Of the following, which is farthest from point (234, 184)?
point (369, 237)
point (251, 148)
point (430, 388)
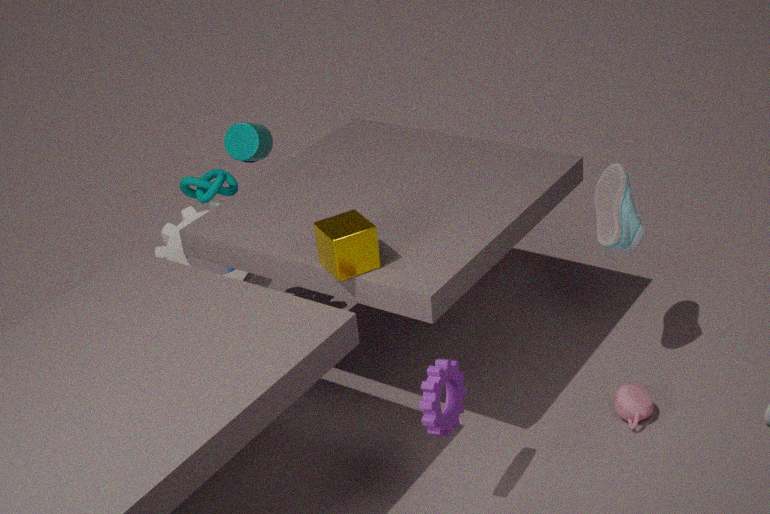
point (430, 388)
